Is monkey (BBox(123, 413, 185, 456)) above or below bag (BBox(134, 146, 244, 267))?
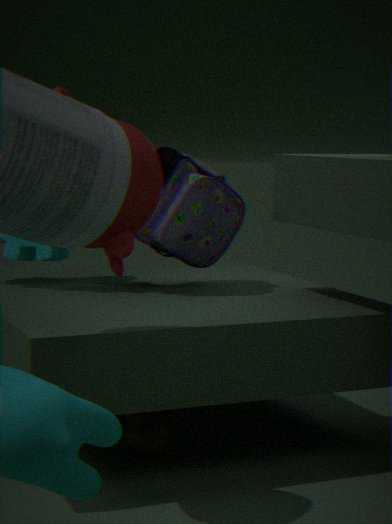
below
